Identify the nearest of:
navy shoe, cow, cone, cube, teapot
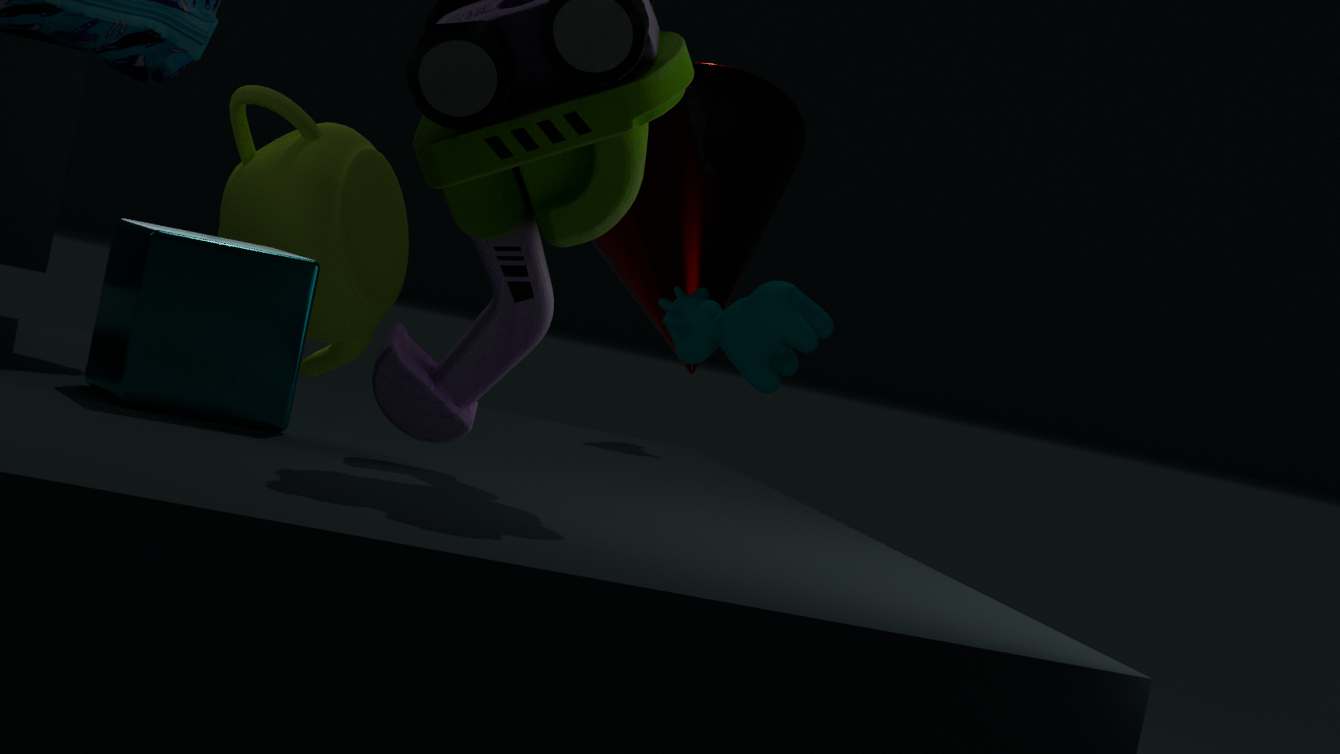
cube
